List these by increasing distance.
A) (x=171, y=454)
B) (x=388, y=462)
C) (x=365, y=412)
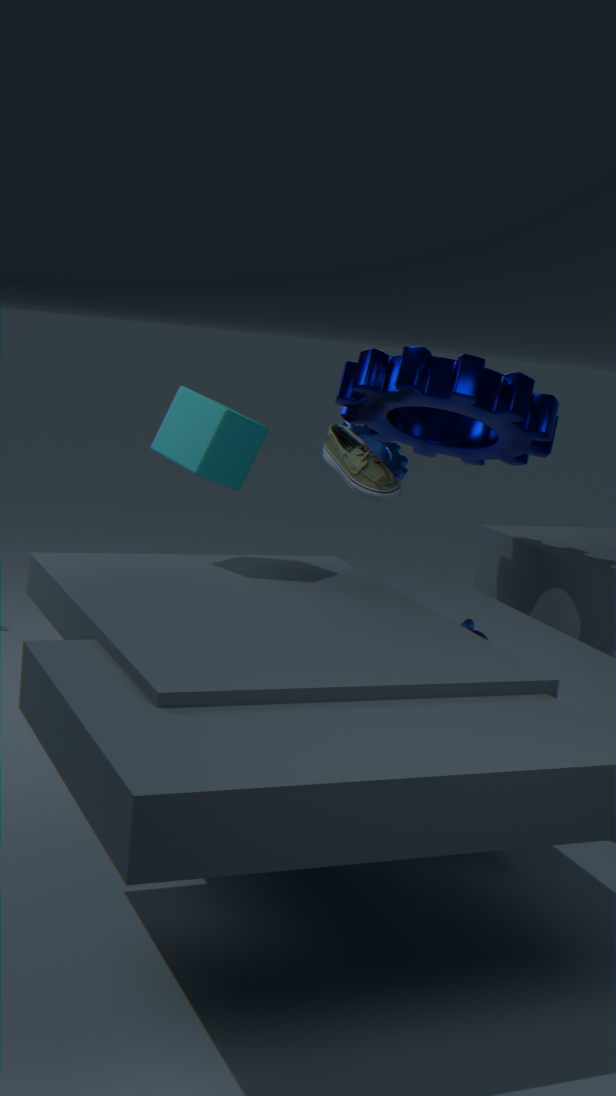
1. (x=171, y=454)
2. (x=365, y=412)
3. (x=388, y=462)
